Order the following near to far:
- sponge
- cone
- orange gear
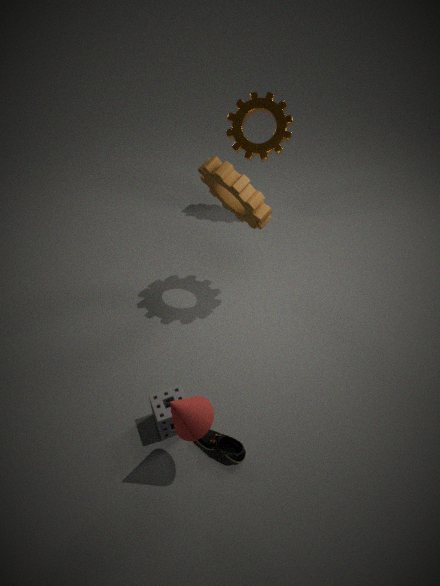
cone
sponge
orange gear
